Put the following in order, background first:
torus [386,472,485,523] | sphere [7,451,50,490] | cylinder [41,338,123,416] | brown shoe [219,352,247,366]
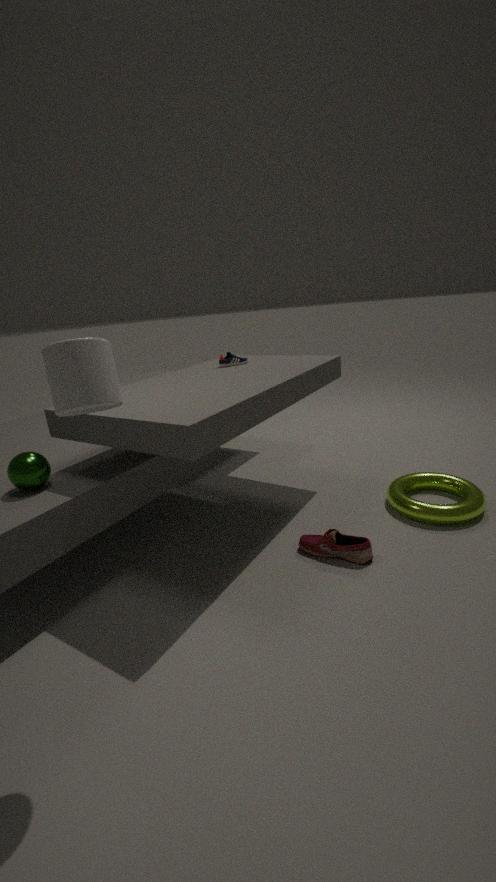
brown shoe [219,352,247,366] < torus [386,472,485,523] < sphere [7,451,50,490] < cylinder [41,338,123,416]
